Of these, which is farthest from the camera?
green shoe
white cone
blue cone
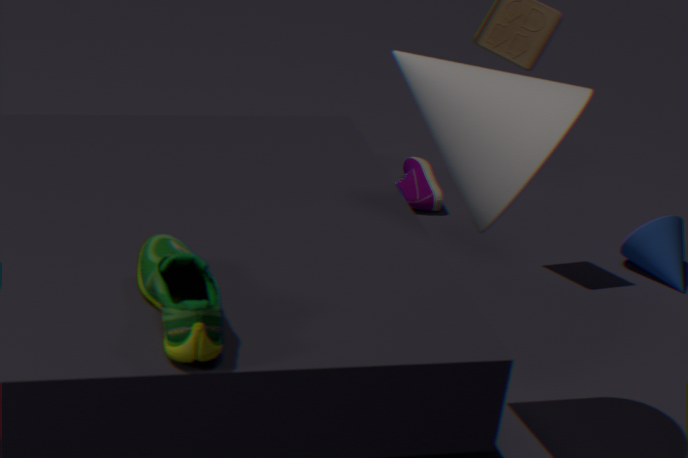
blue cone
